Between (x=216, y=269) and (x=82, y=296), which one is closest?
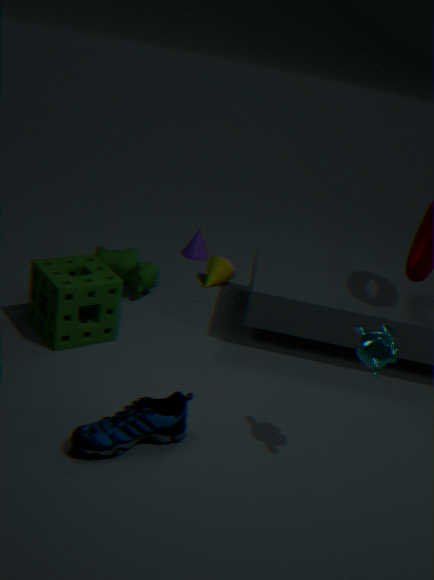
(x=82, y=296)
